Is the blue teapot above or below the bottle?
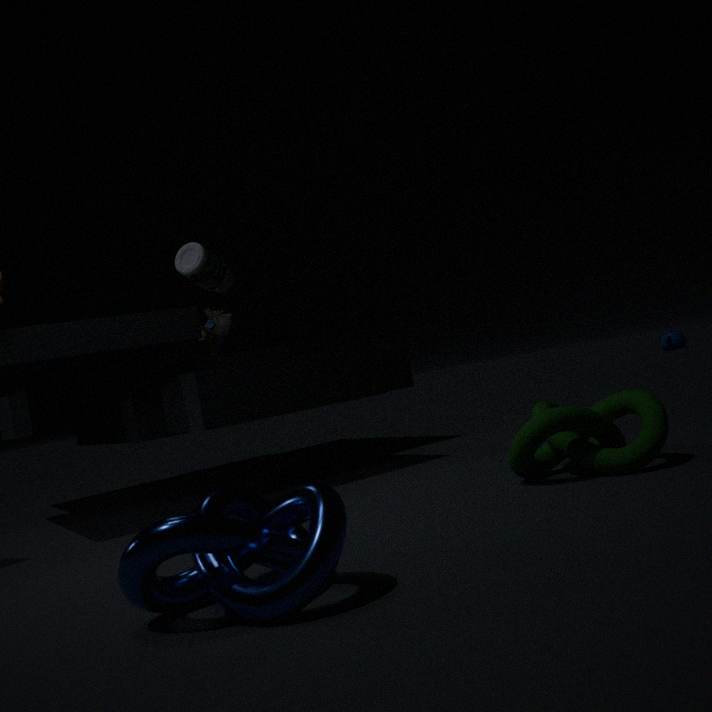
below
